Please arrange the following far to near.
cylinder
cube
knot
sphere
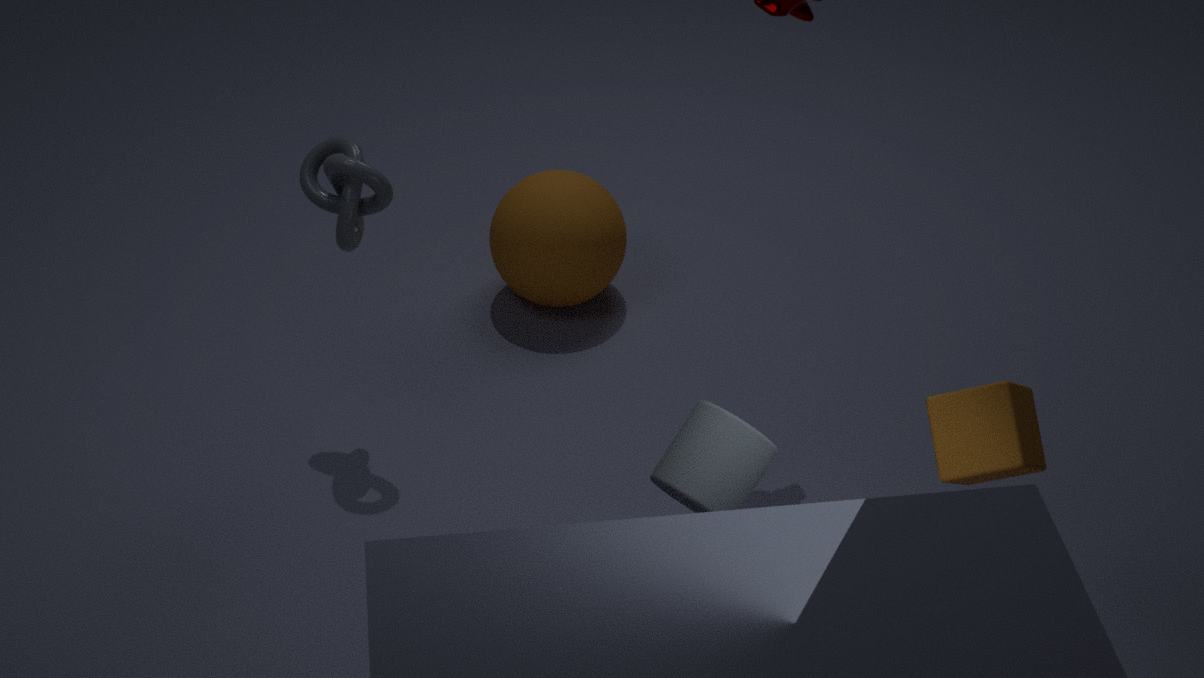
1. sphere
2. knot
3. cube
4. cylinder
